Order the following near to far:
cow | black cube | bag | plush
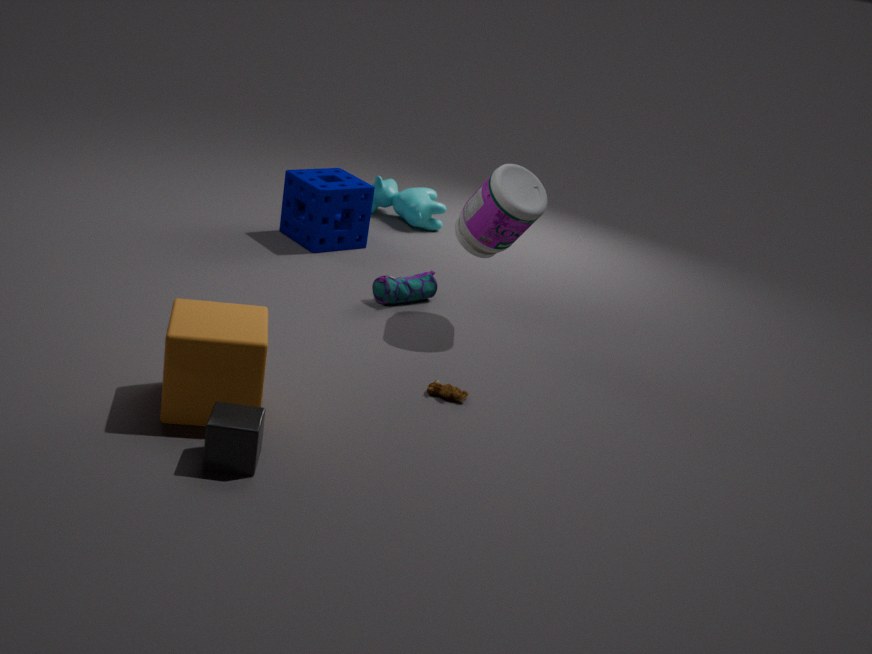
black cube → plush → bag → cow
